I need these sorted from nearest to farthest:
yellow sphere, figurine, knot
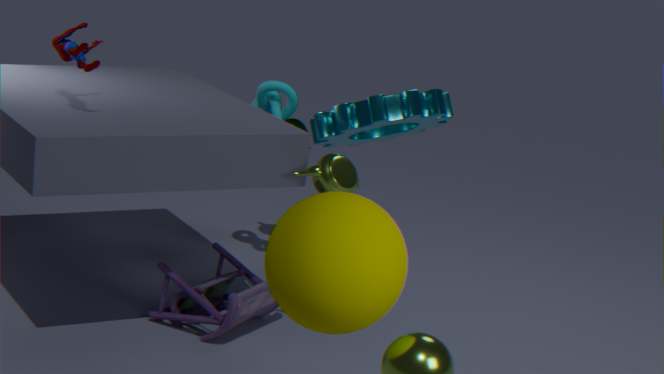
1. yellow sphere
2. figurine
3. knot
